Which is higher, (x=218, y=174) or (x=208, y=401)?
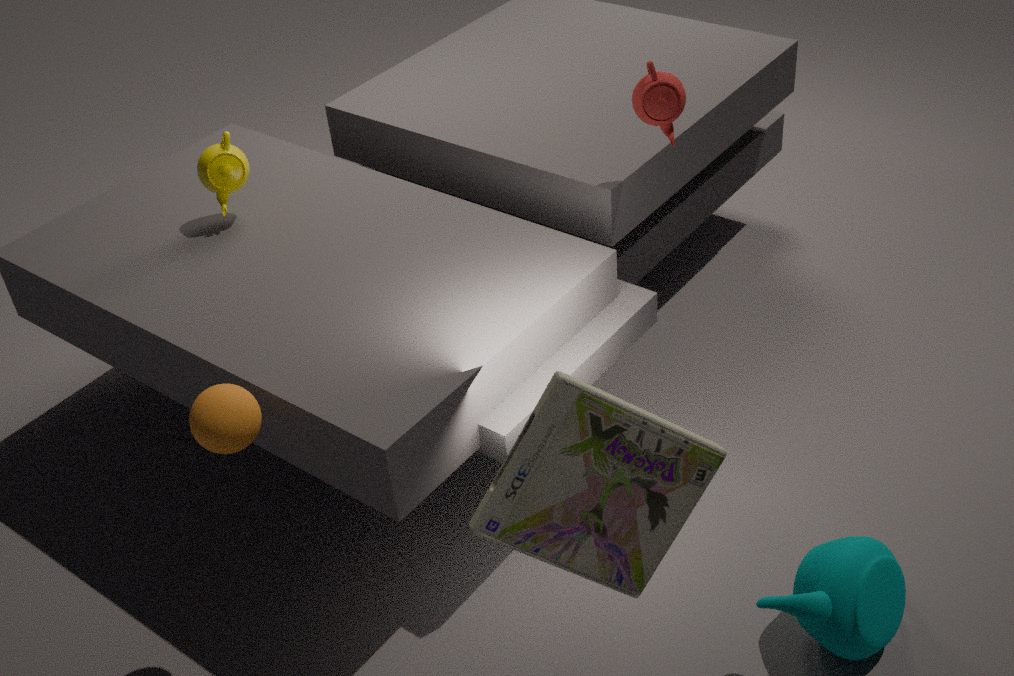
(x=218, y=174)
